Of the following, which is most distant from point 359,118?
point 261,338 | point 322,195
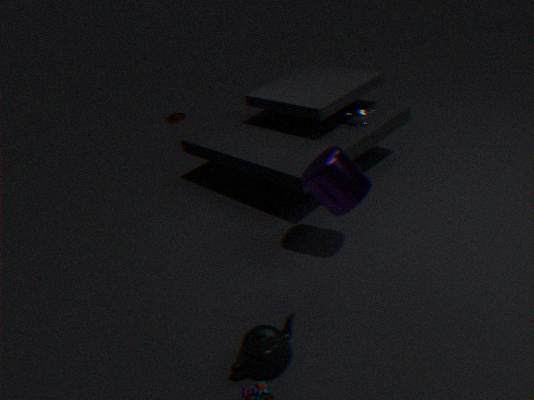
point 261,338
